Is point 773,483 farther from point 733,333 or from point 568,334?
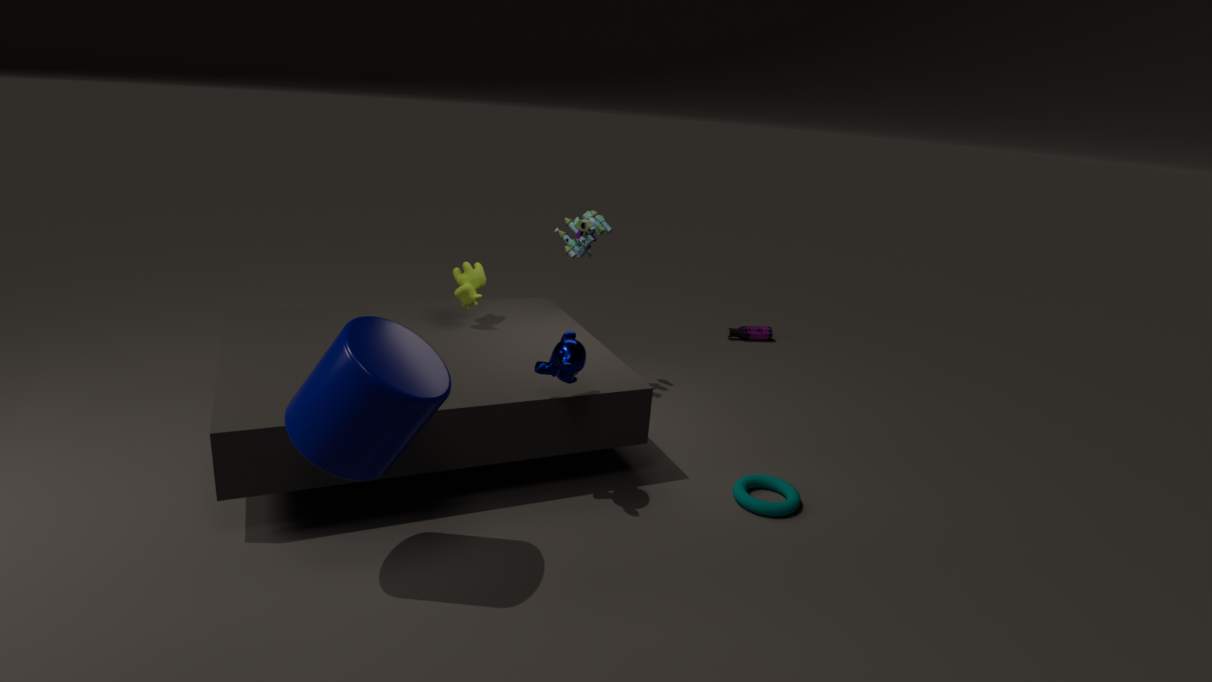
point 733,333
